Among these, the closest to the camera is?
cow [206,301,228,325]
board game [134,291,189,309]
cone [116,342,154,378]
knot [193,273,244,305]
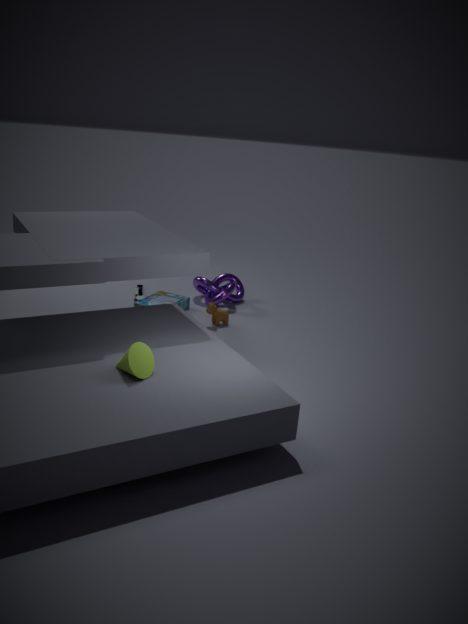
cone [116,342,154,378]
